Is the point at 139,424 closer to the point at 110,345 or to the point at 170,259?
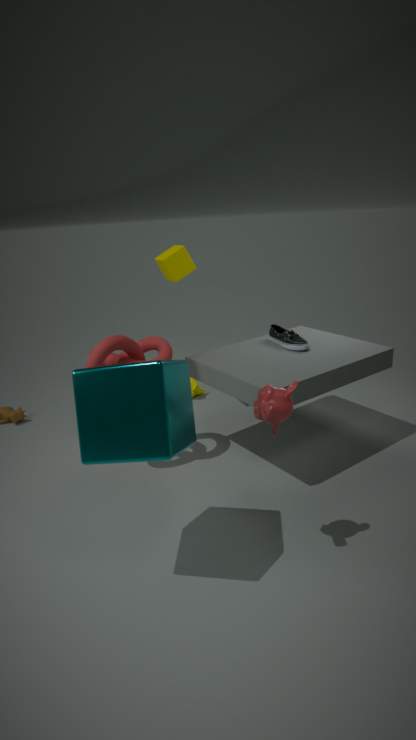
the point at 110,345
